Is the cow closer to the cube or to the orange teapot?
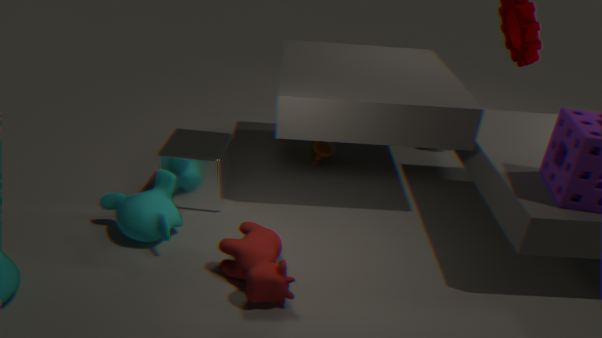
the cube
